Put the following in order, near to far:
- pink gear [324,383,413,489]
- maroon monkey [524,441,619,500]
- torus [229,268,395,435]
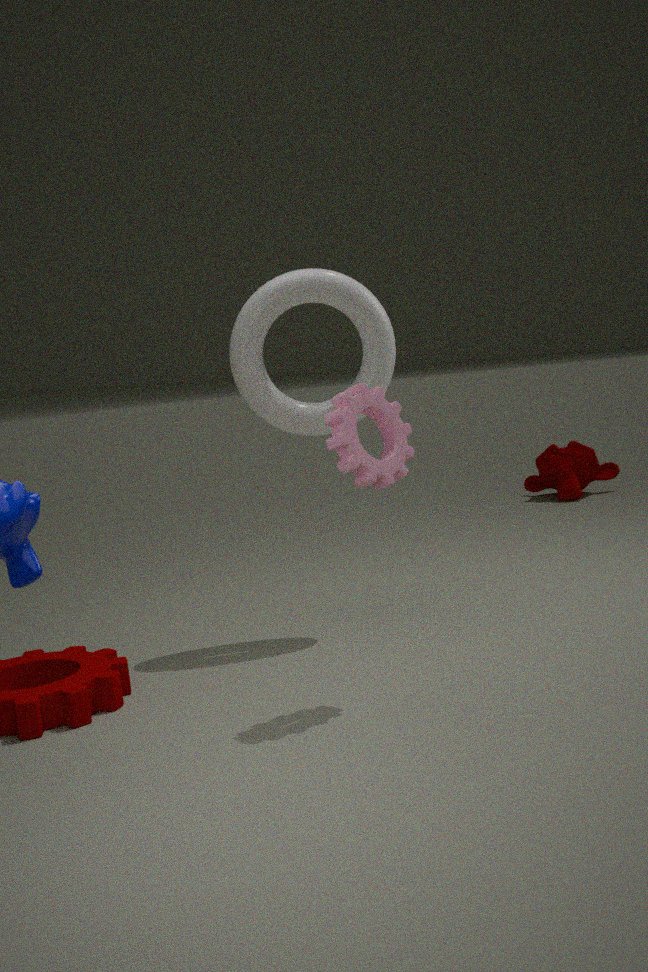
pink gear [324,383,413,489], torus [229,268,395,435], maroon monkey [524,441,619,500]
